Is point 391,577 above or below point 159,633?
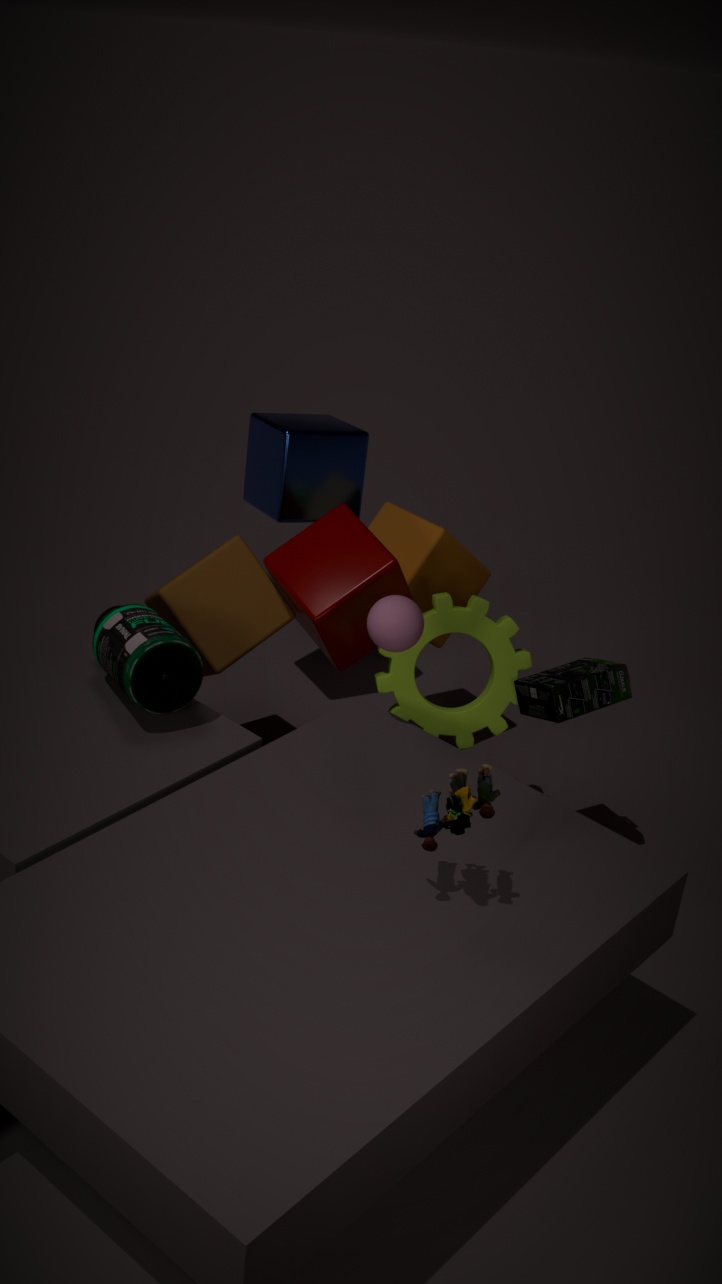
above
